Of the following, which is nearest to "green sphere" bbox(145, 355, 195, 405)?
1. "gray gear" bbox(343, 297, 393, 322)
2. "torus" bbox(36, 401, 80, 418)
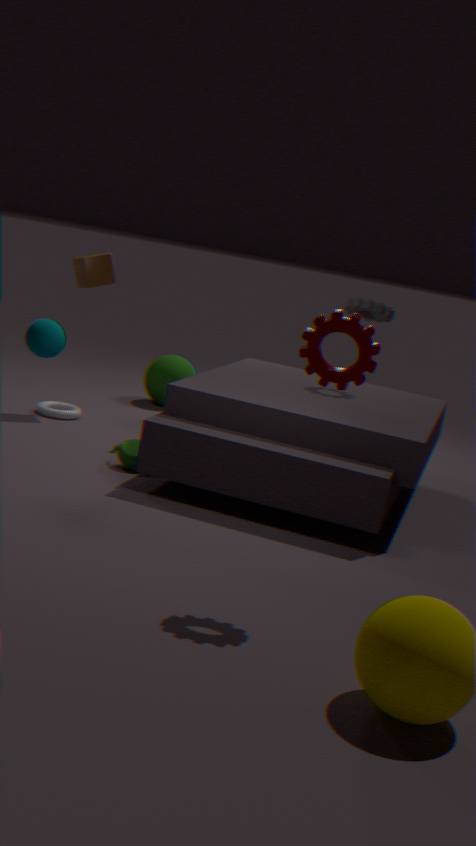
"torus" bbox(36, 401, 80, 418)
